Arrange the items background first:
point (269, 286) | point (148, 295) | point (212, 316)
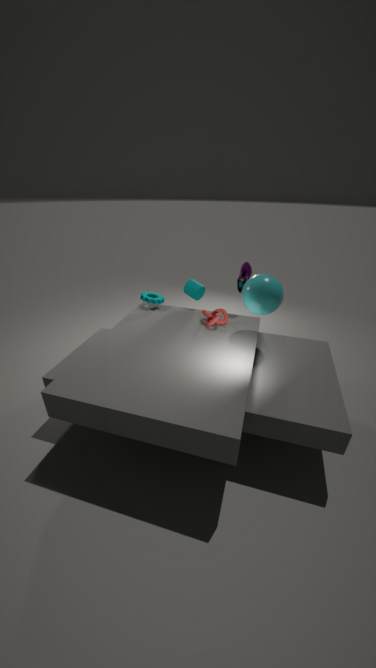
point (148, 295), point (212, 316), point (269, 286)
